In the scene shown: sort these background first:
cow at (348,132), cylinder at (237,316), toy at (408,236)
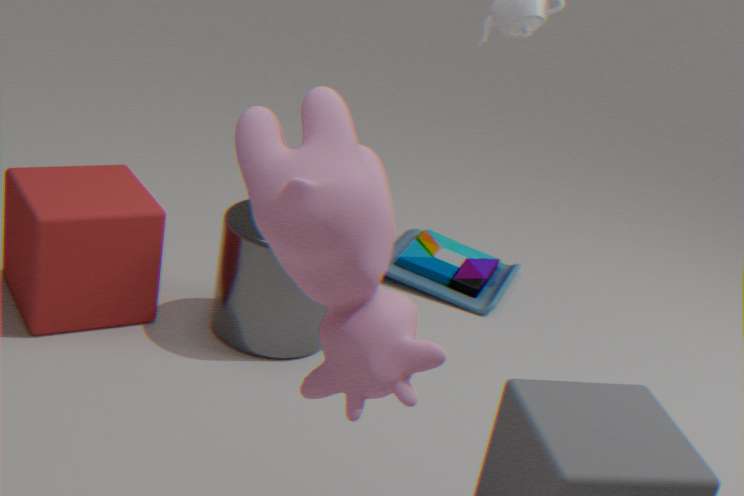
toy at (408,236)
cylinder at (237,316)
cow at (348,132)
